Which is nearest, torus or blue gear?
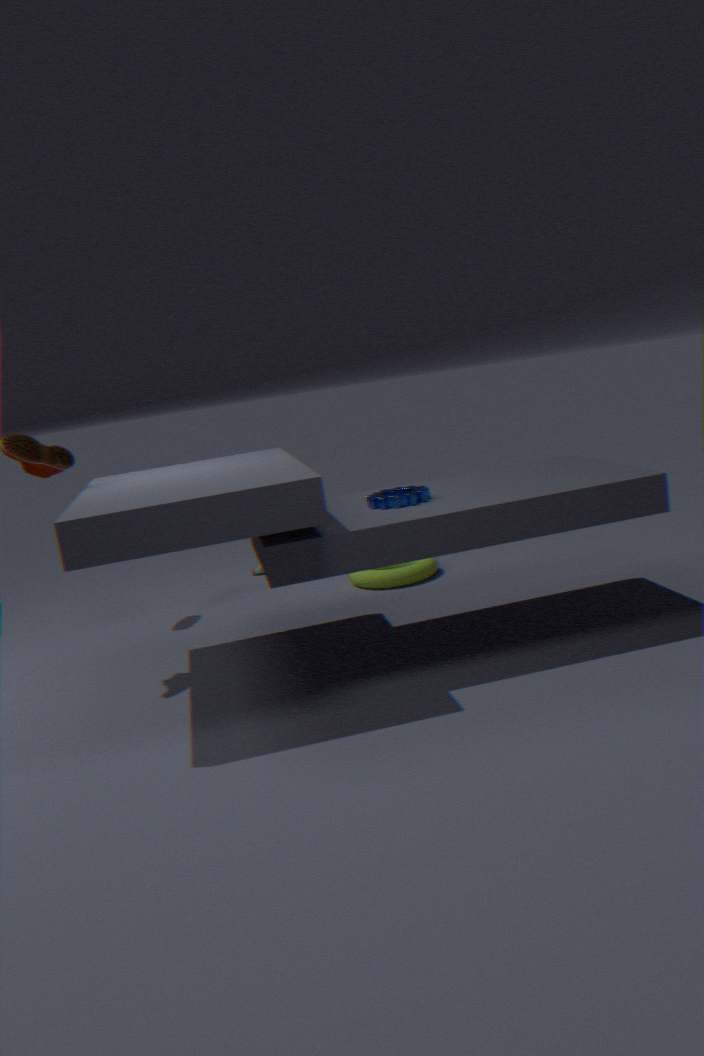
blue gear
